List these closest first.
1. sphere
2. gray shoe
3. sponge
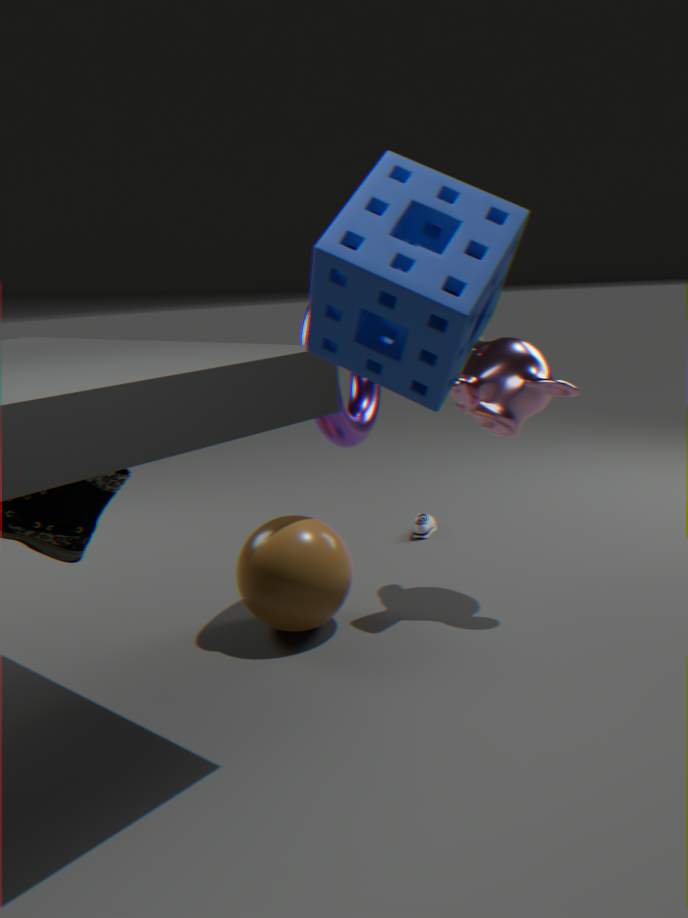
sponge
sphere
gray shoe
